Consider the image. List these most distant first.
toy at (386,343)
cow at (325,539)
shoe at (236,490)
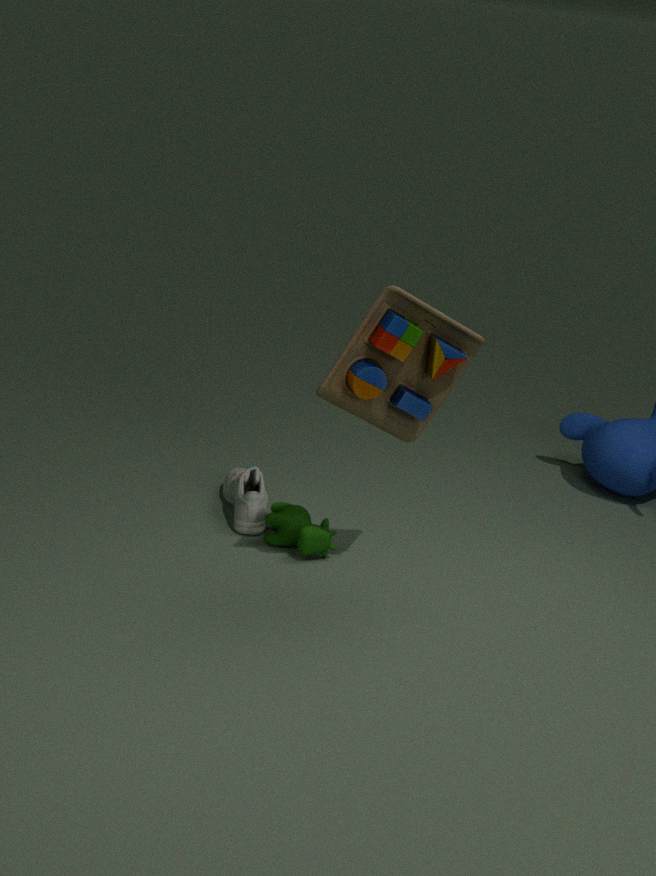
shoe at (236,490), cow at (325,539), toy at (386,343)
